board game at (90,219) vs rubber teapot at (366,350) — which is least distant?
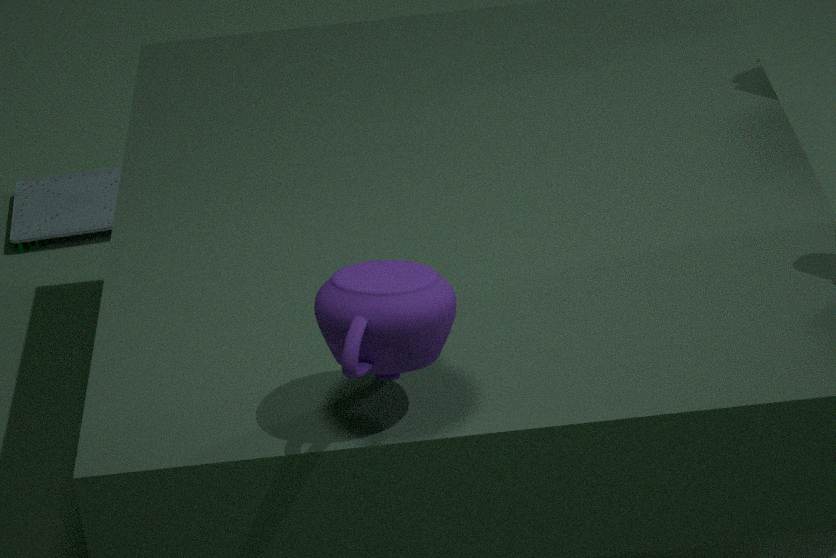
rubber teapot at (366,350)
